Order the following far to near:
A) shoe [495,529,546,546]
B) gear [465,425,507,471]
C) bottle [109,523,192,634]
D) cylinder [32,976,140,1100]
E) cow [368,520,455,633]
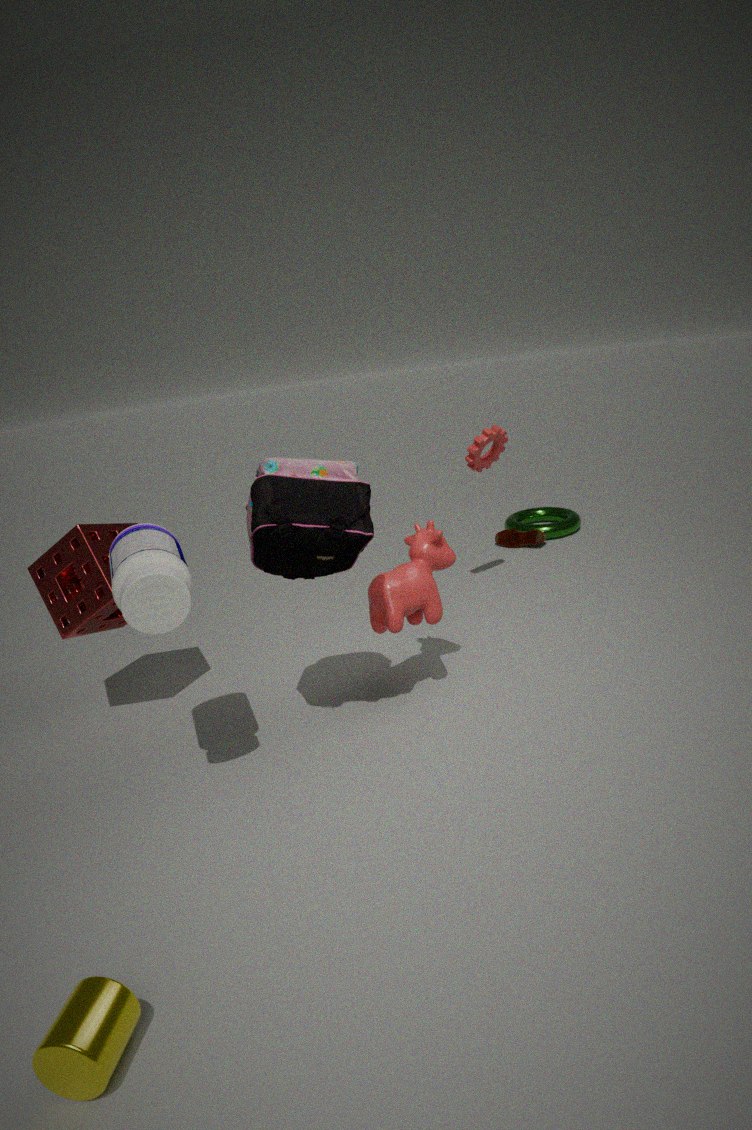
shoe [495,529,546,546] < gear [465,425,507,471] < cow [368,520,455,633] < bottle [109,523,192,634] < cylinder [32,976,140,1100]
